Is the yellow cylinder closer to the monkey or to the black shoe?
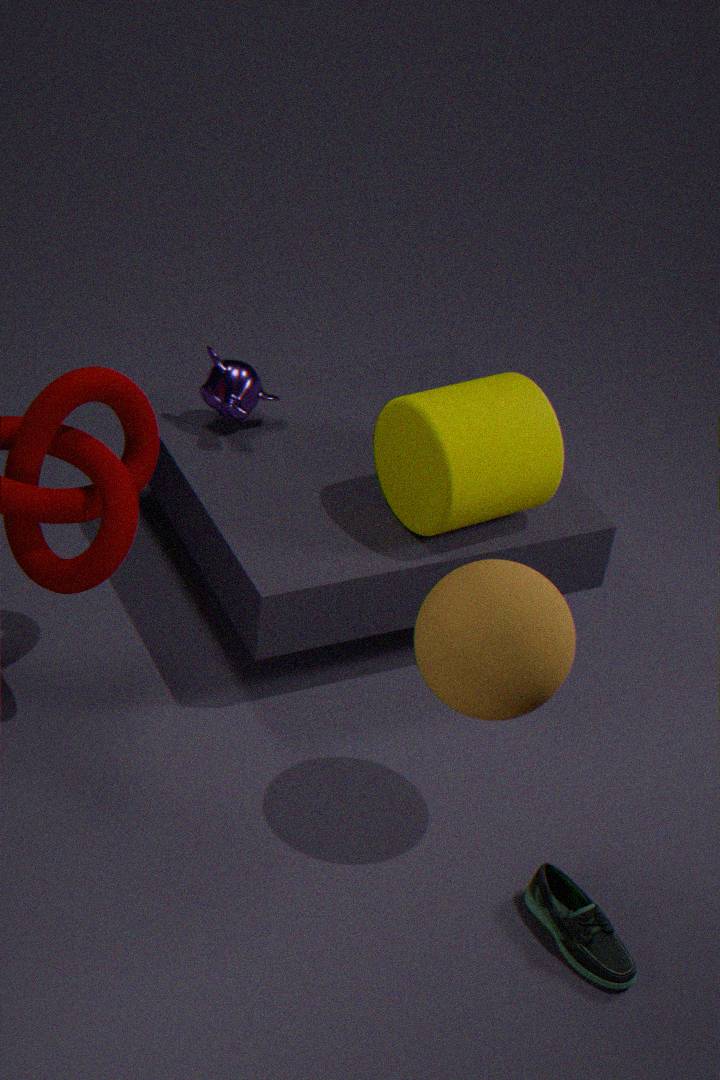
the monkey
